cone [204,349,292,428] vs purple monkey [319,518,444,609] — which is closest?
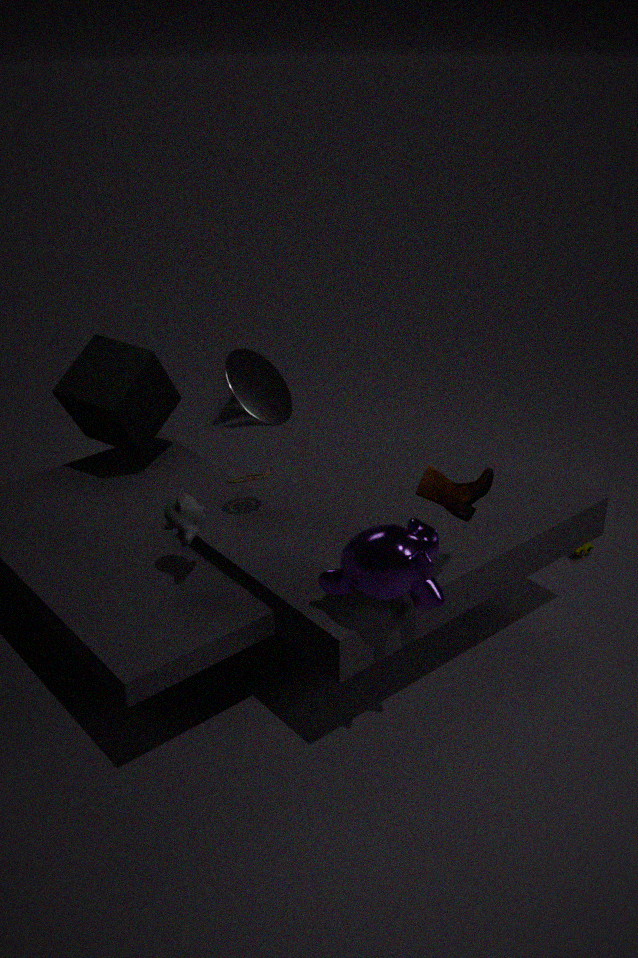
purple monkey [319,518,444,609]
